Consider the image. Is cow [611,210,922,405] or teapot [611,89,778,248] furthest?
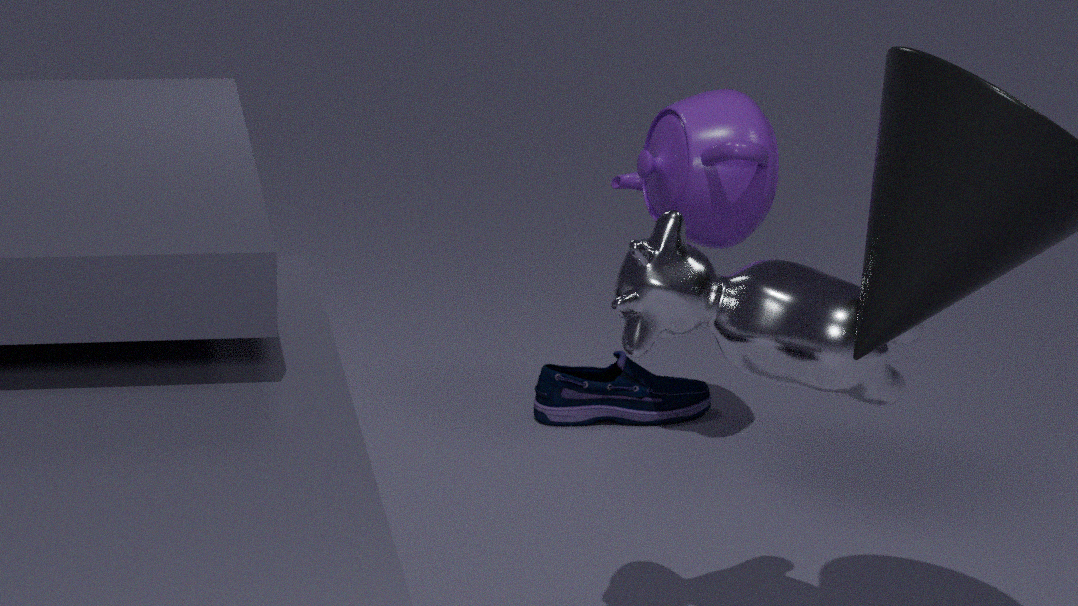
teapot [611,89,778,248]
